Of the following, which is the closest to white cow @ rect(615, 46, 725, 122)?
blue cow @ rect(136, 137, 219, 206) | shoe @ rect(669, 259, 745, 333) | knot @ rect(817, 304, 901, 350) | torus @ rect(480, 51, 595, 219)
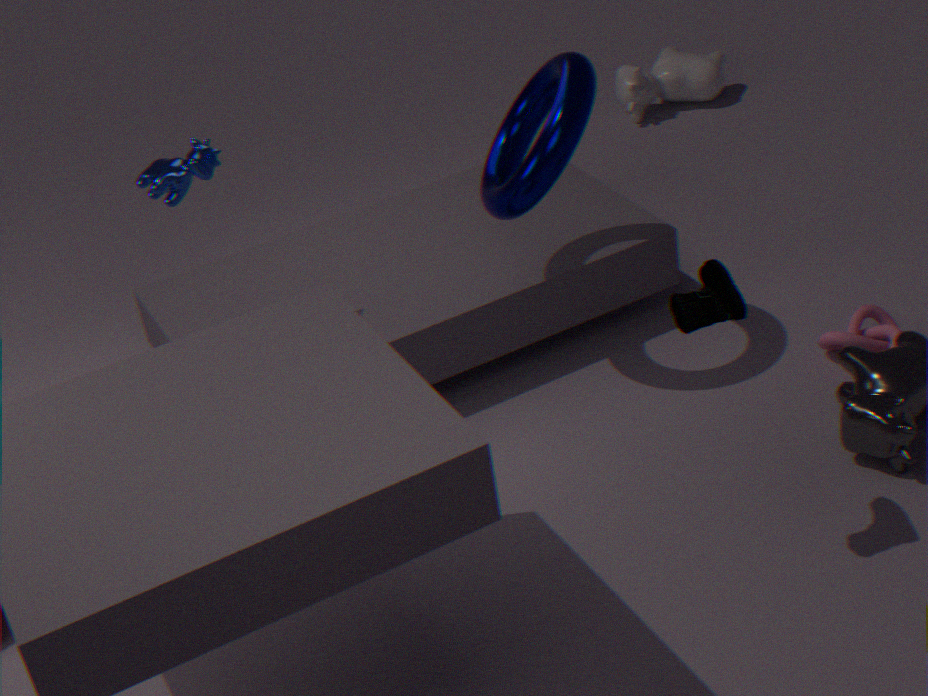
torus @ rect(480, 51, 595, 219)
